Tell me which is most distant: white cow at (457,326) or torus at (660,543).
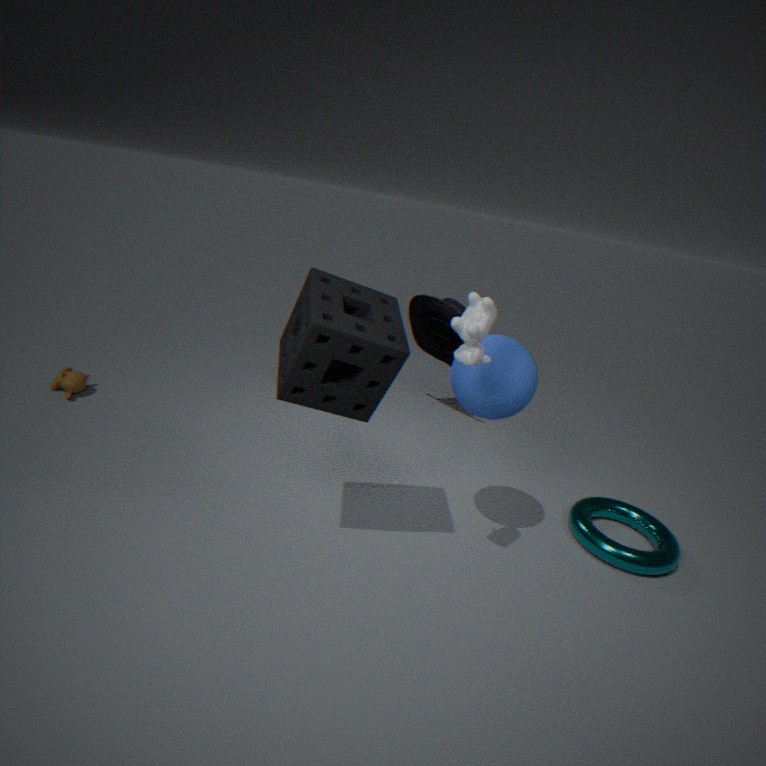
torus at (660,543)
